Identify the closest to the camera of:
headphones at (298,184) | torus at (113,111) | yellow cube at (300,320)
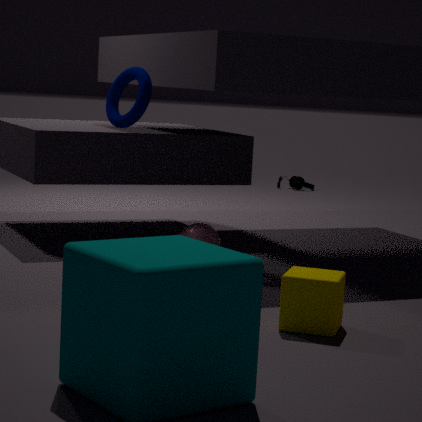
yellow cube at (300,320)
